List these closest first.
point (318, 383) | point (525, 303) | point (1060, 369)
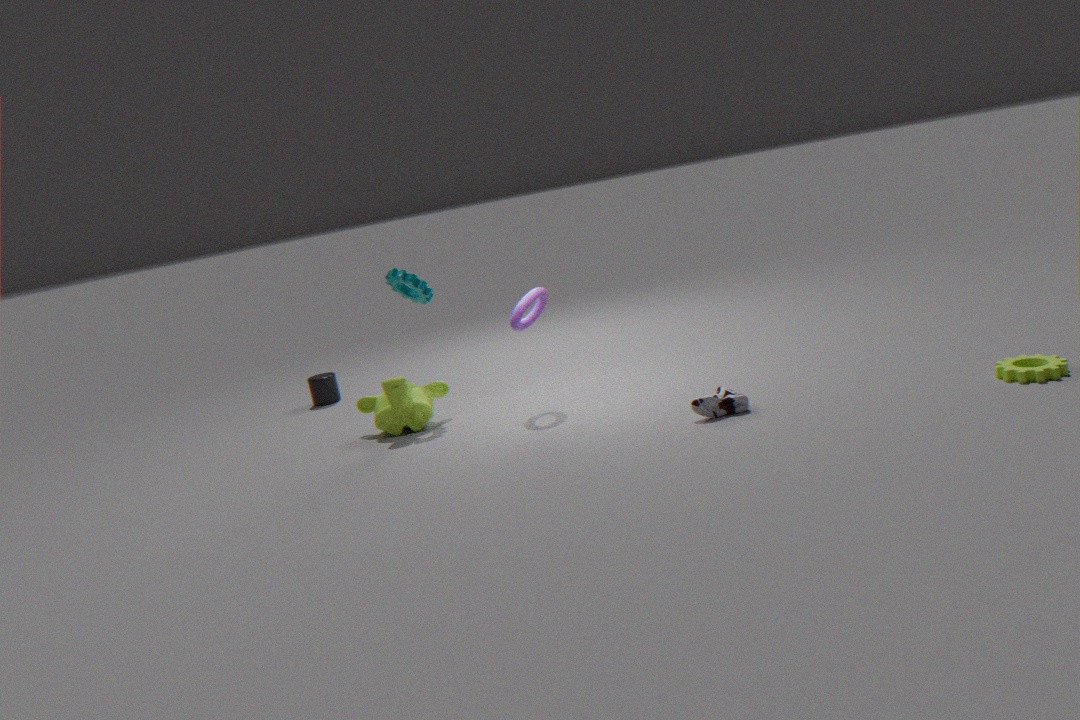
point (1060, 369)
point (525, 303)
point (318, 383)
